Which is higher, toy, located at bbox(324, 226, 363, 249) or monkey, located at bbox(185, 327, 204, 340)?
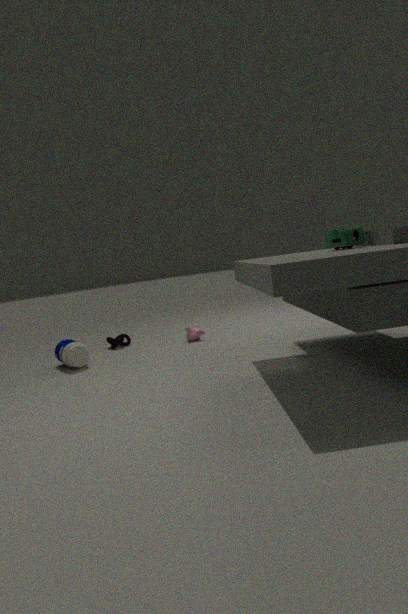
toy, located at bbox(324, 226, 363, 249)
